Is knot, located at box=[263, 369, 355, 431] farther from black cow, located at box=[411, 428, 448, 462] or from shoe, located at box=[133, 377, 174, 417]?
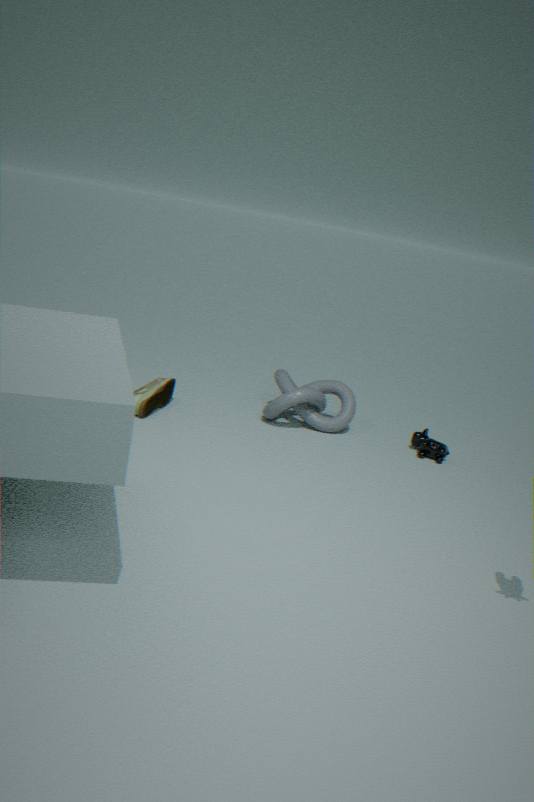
shoe, located at box=[133, 377, 174, 417]
